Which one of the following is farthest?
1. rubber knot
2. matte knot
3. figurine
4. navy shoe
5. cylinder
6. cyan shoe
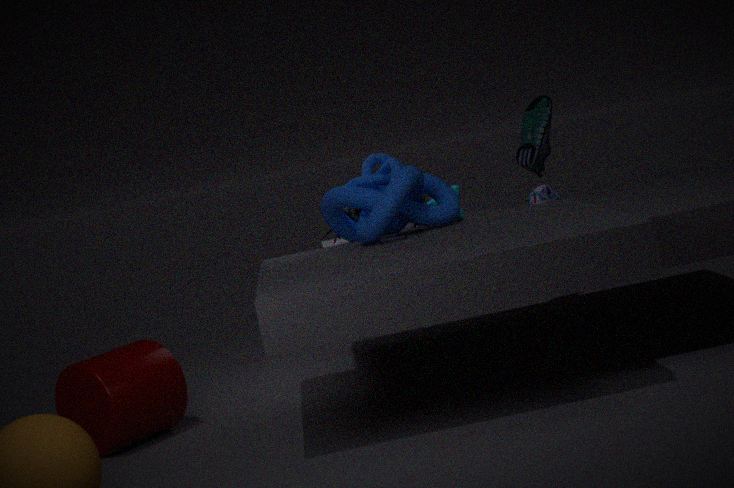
cyan shoe
